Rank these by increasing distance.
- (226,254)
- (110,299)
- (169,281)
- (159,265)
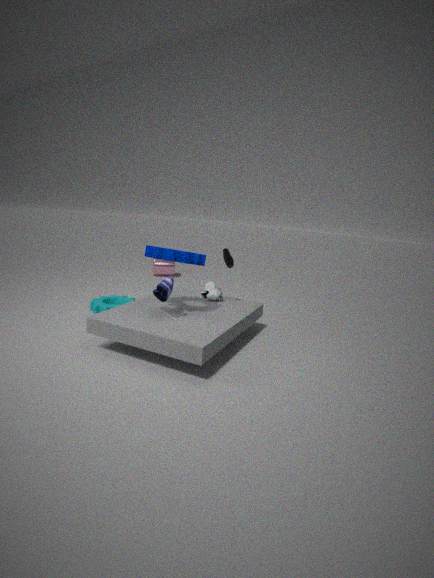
(169,281) < (226,254) < (110,299) < (159,265)
